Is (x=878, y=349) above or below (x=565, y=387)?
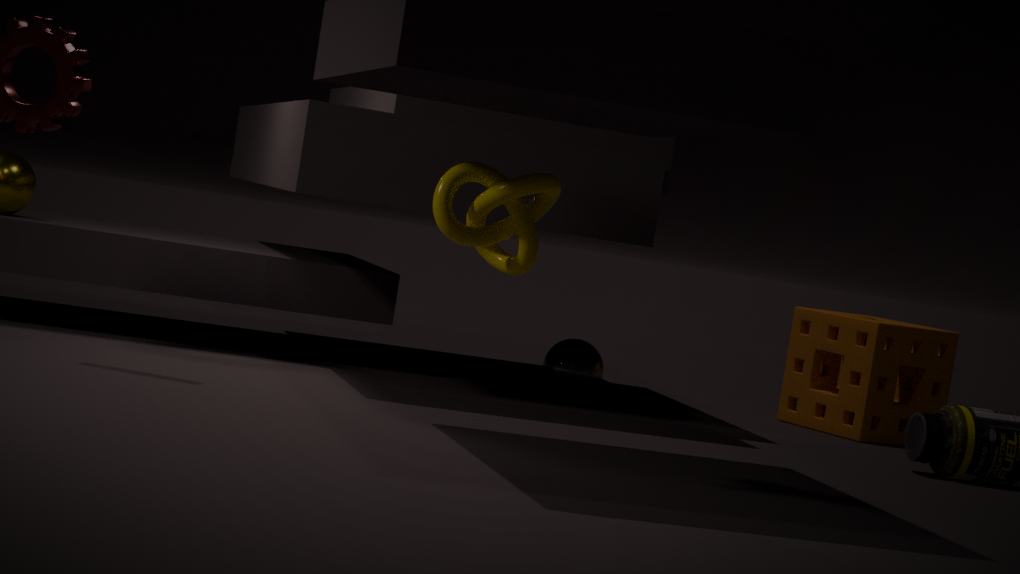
above
